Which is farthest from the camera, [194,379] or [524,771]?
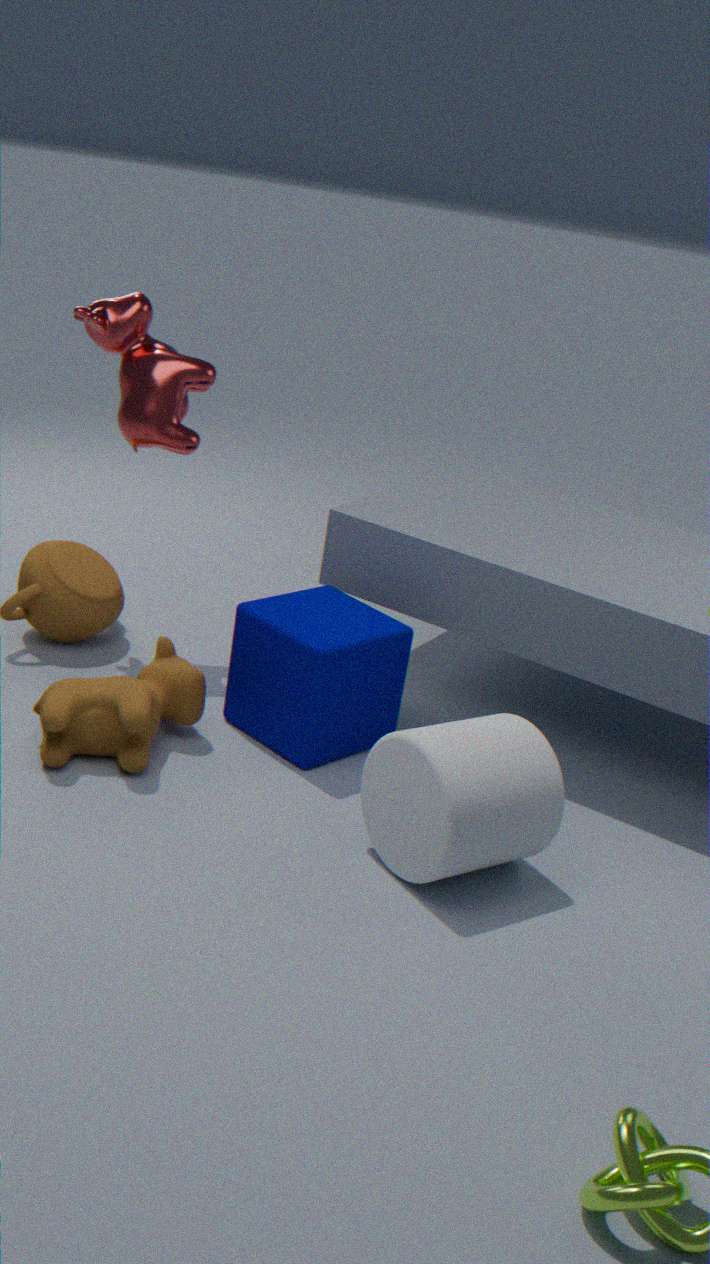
[194,379]
